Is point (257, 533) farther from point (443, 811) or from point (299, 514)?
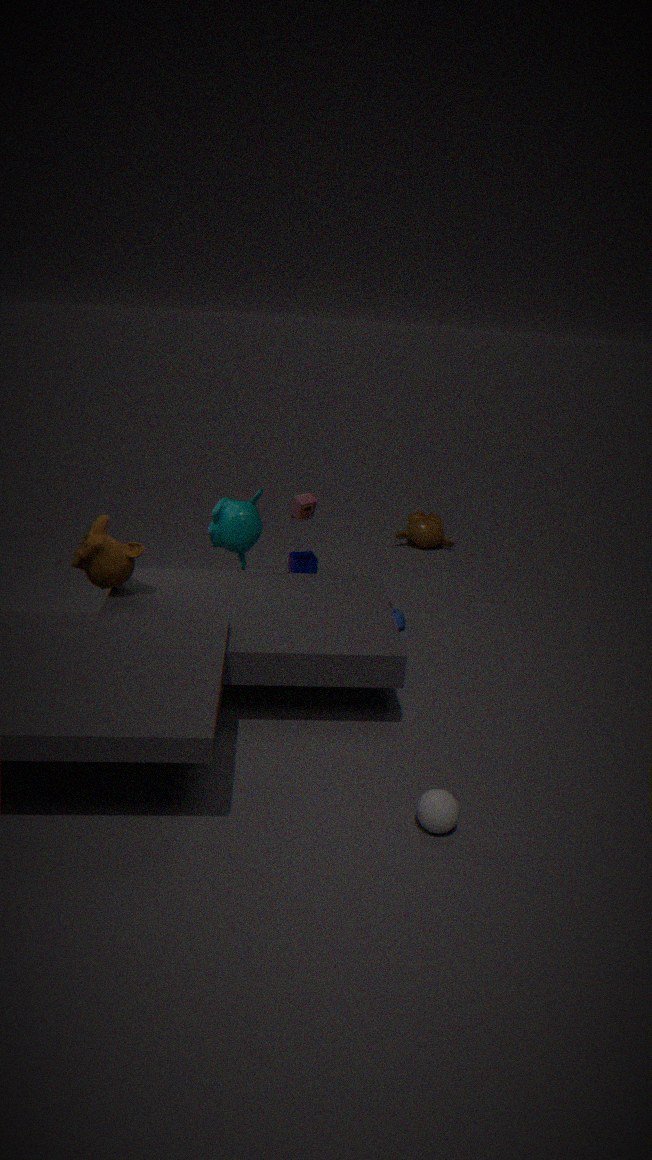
point (443, 811)
